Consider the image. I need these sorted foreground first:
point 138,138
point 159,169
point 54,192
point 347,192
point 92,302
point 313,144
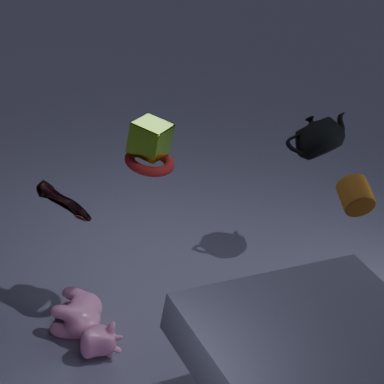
point 138,138
point 159,169
point 347,192
point 54,192
point 92,302
point 313,144
